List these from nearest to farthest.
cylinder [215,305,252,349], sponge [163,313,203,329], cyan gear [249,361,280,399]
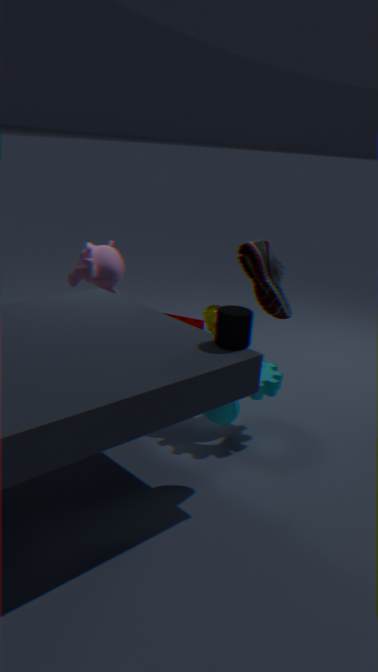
cylinder [215,305,252,349]
cyan gear [249,361,280,399]
sponge [163,313,203,329]
